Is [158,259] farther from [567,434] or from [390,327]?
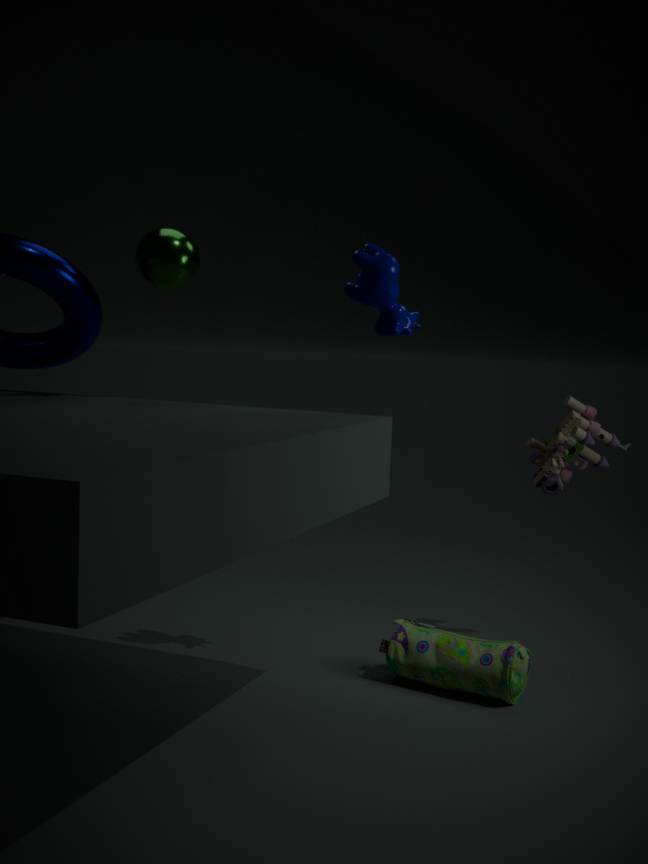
[567,434]
